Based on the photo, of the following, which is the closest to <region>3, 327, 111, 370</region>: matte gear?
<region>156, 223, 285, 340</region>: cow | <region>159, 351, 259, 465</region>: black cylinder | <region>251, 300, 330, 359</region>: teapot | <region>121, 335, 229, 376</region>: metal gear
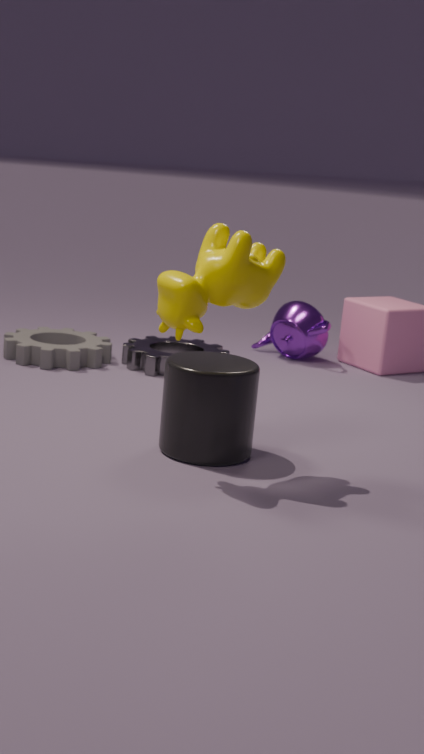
<region>121, 335, 229, 376</region>: metal gear
